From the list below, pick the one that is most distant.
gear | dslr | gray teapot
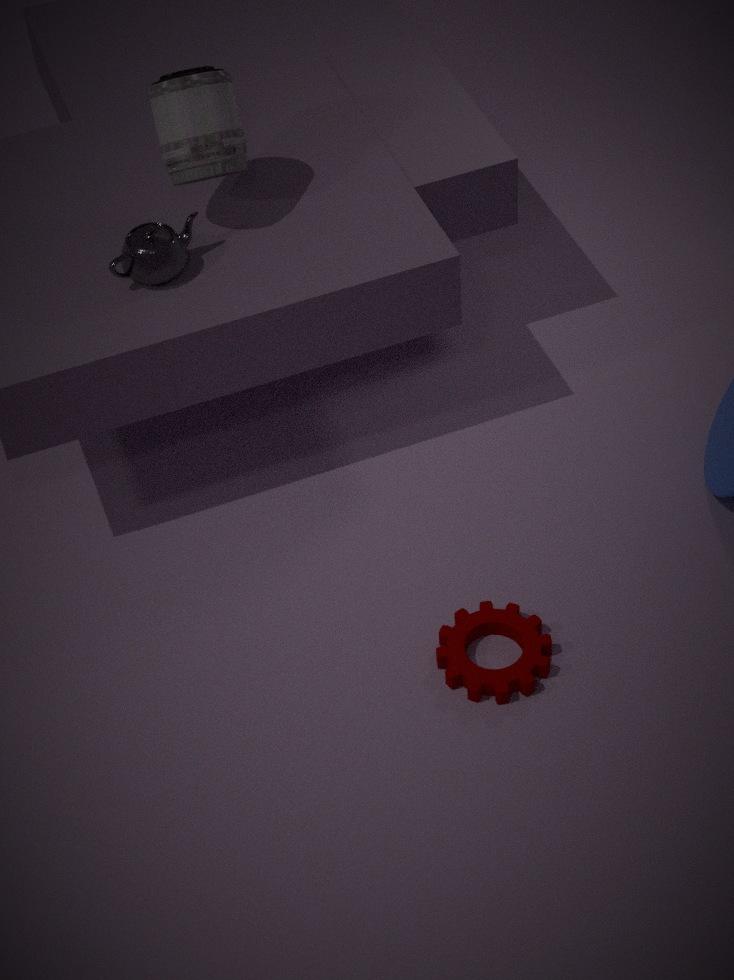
dslr
